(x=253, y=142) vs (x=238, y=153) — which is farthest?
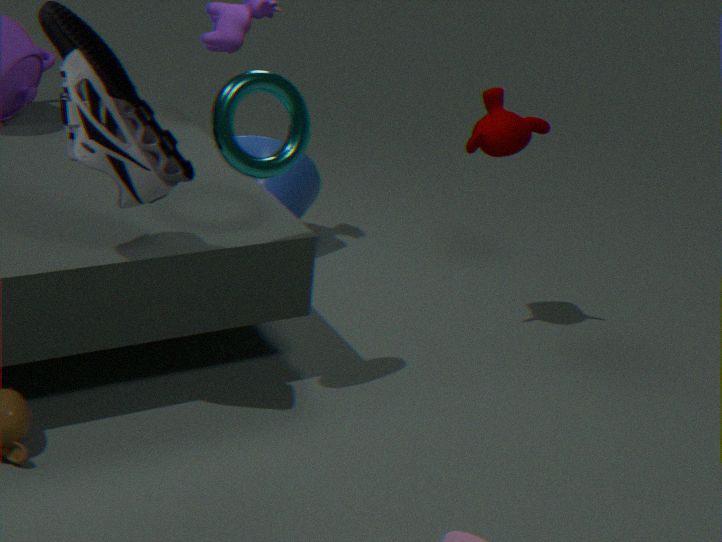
(x=253, y=142)
